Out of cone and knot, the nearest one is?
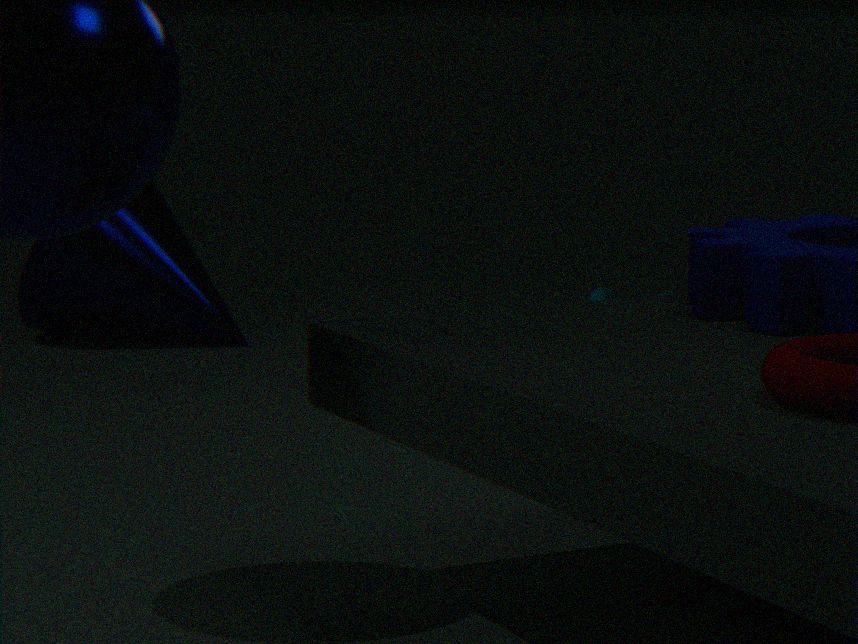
cone
